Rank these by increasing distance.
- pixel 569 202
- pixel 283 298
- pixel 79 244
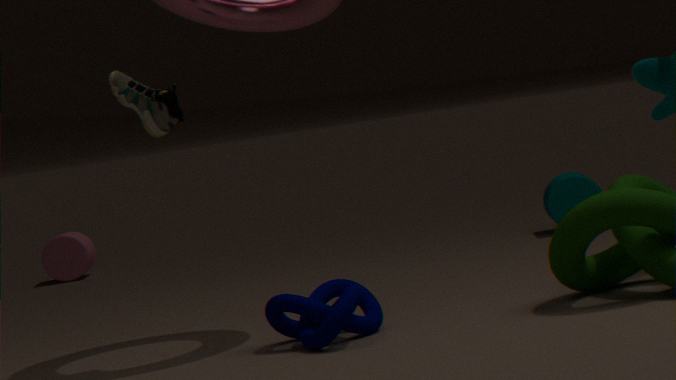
pixel 283 298, pixel 569 202, pixel 79 244
